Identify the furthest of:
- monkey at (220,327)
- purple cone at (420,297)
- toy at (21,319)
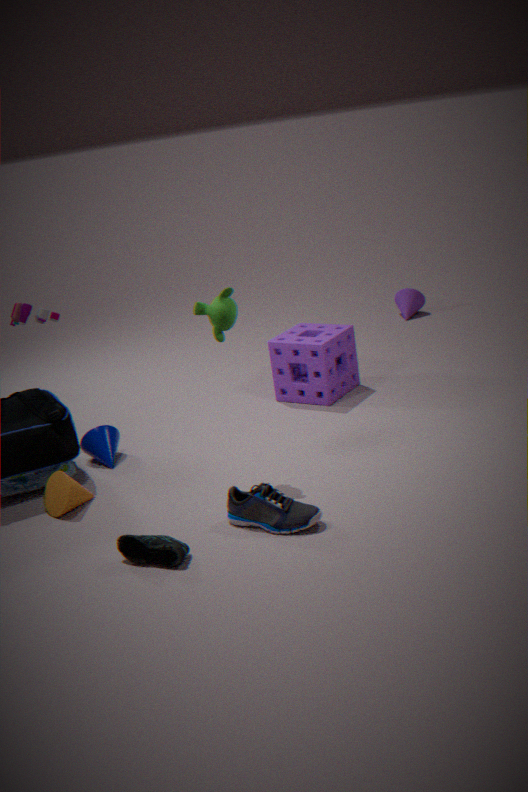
purple cone at (420,297)
